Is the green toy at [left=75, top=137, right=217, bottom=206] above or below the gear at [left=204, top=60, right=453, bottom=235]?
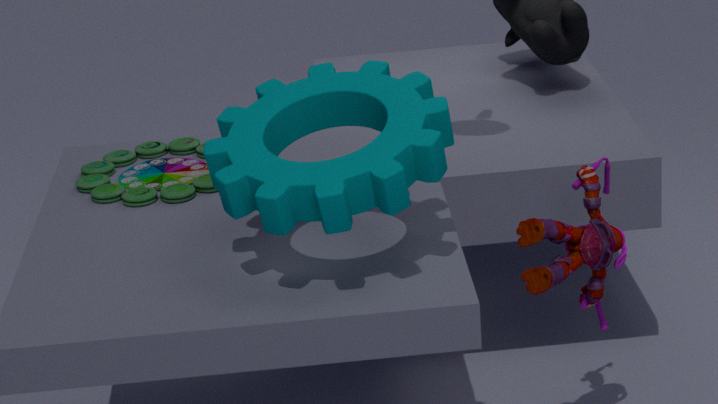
below
